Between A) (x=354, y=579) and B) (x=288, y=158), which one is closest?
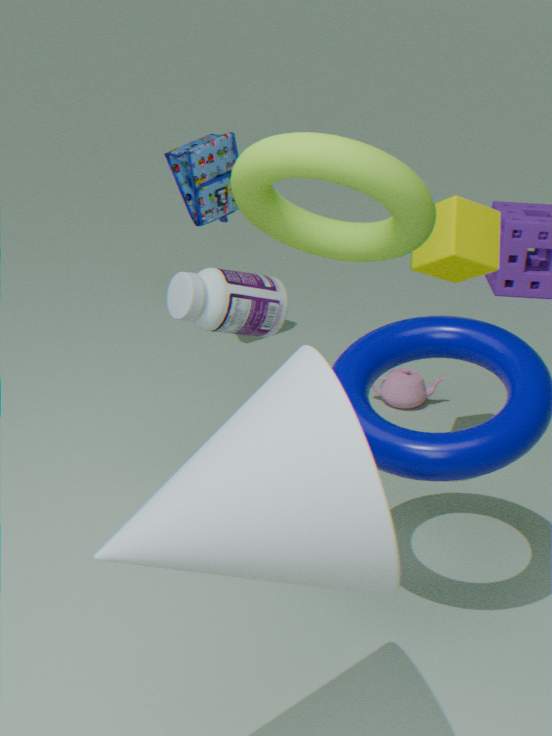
A. (x=354, y=579)
